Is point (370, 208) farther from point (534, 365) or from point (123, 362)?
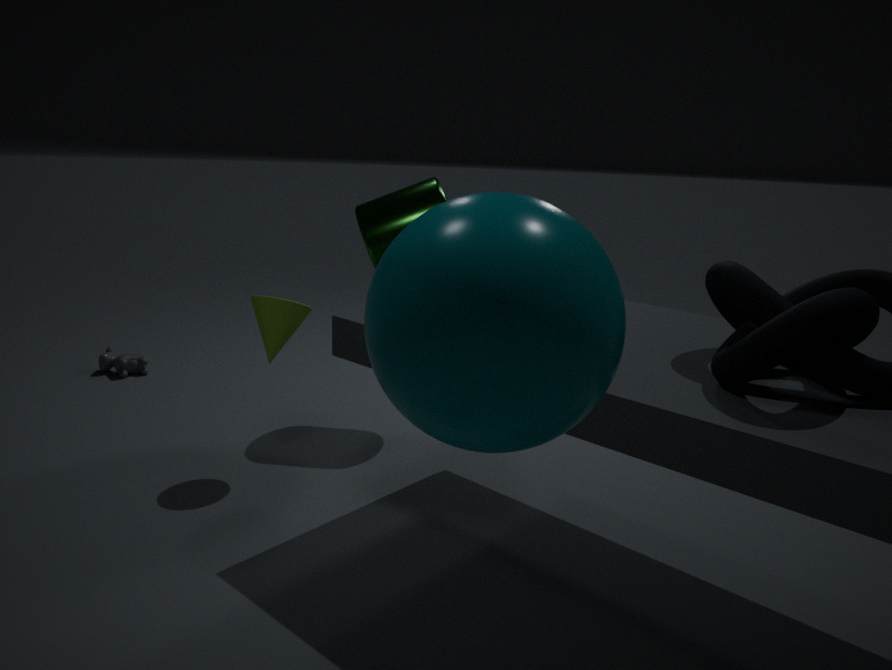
point (534, 365)
